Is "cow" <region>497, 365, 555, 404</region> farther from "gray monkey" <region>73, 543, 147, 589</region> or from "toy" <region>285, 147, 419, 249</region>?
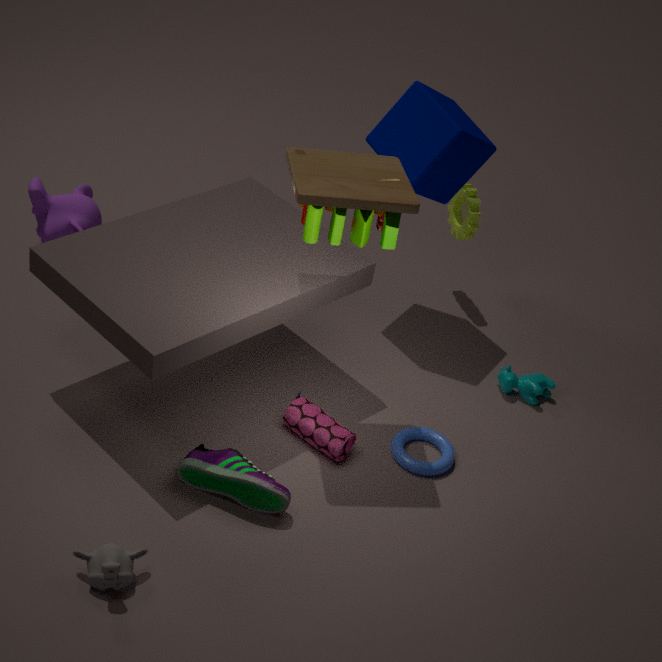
"gray monkey" <region>73, 543, 147, 589</region>
